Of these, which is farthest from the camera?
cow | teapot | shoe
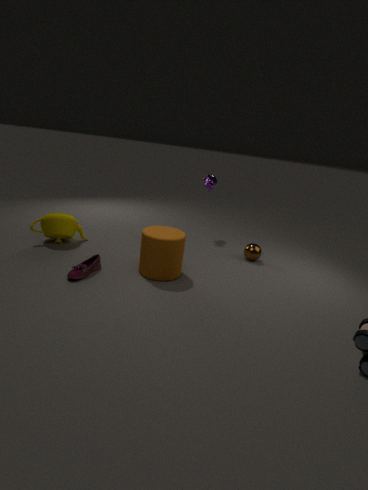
cow
